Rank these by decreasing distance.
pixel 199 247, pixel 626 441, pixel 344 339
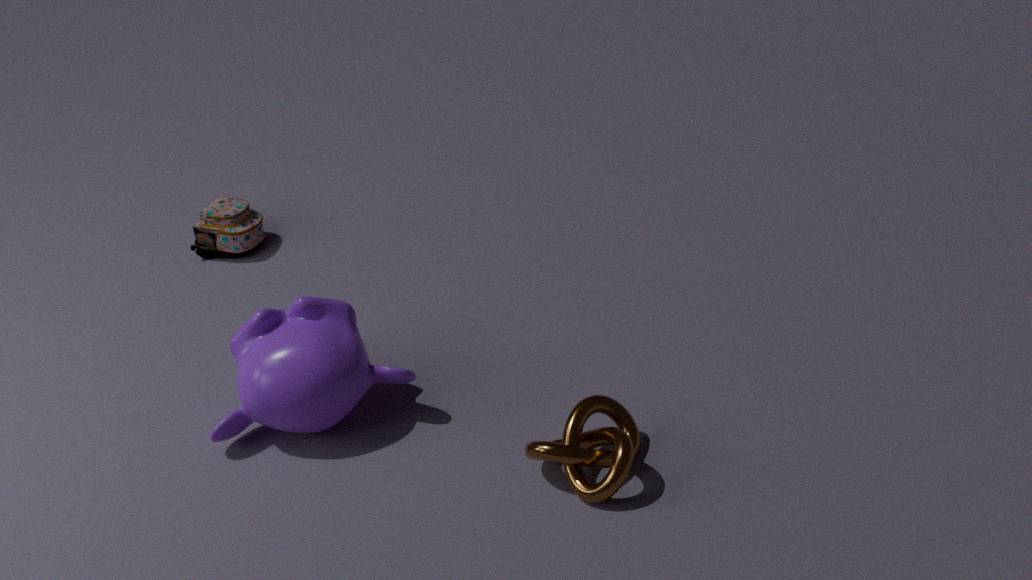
pixel 199 247
pixel 344 339
pixel 626 441
